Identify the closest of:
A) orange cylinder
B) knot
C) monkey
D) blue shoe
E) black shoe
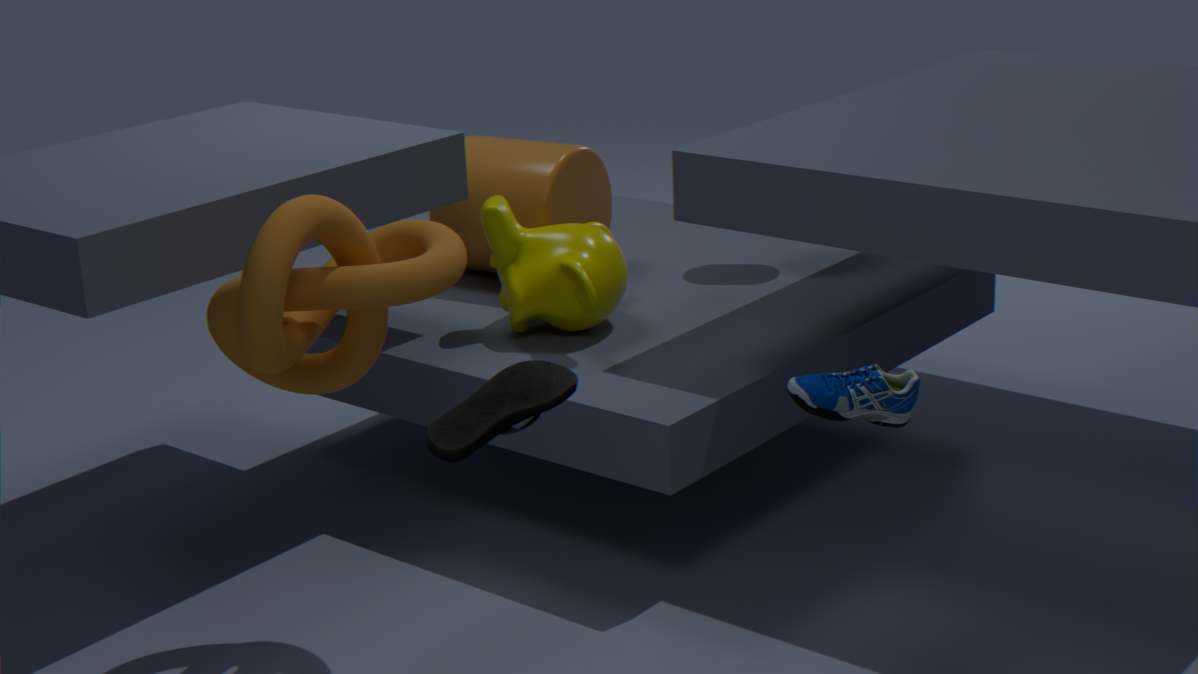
blue shoe
